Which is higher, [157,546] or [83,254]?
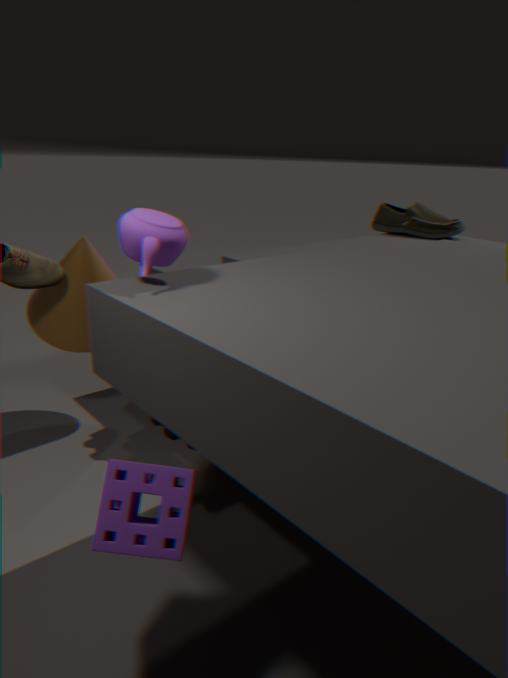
[83,254]
